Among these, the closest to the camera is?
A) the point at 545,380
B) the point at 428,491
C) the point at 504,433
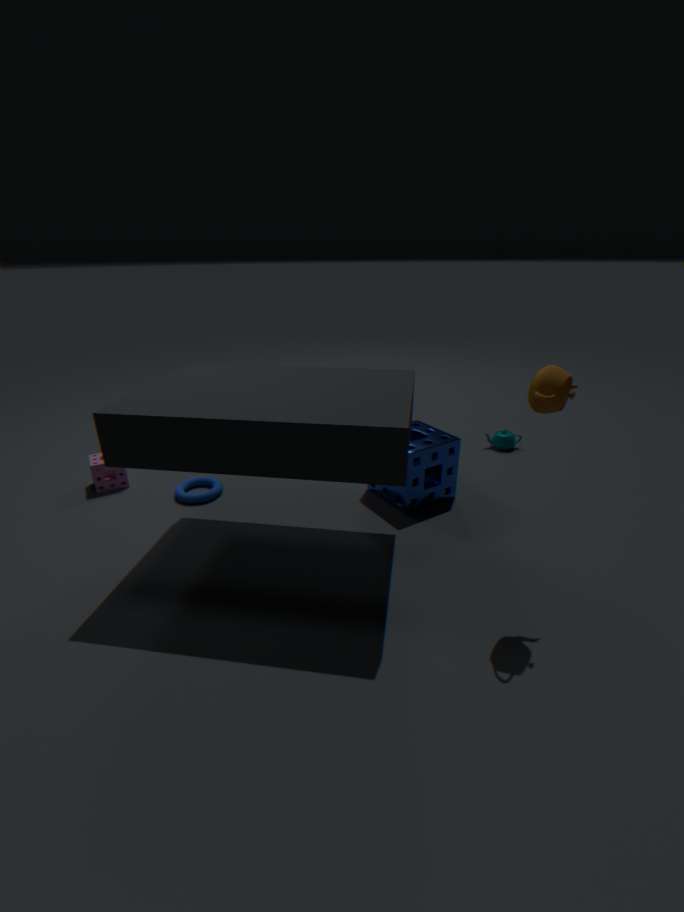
the point at 545,380
